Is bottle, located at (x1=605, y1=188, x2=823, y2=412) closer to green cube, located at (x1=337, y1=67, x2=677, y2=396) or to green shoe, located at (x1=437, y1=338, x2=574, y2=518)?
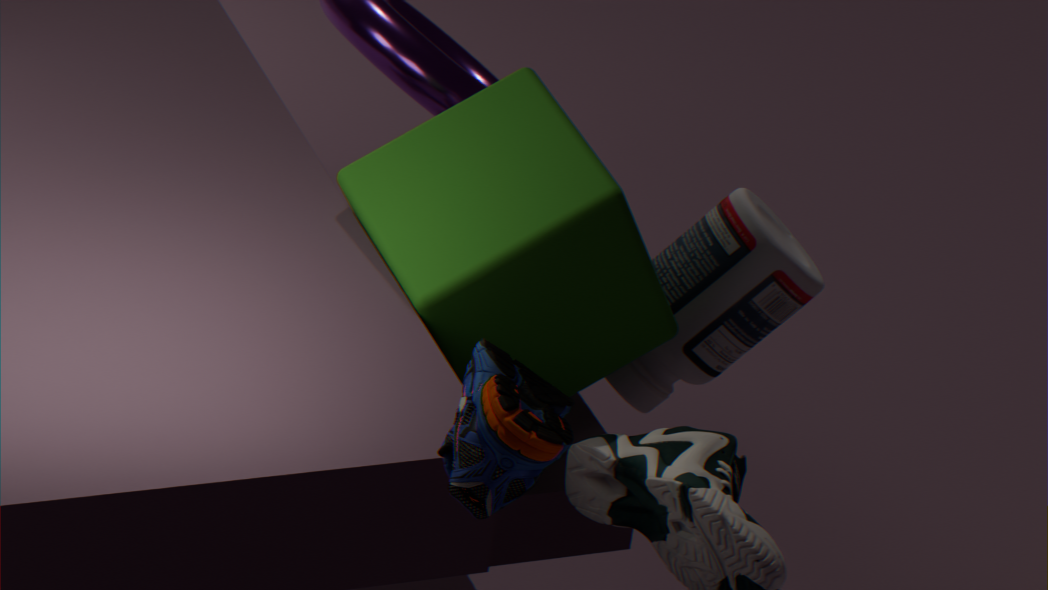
green cube, located at (x1=337, y1=67, x2=677, y2=396)
